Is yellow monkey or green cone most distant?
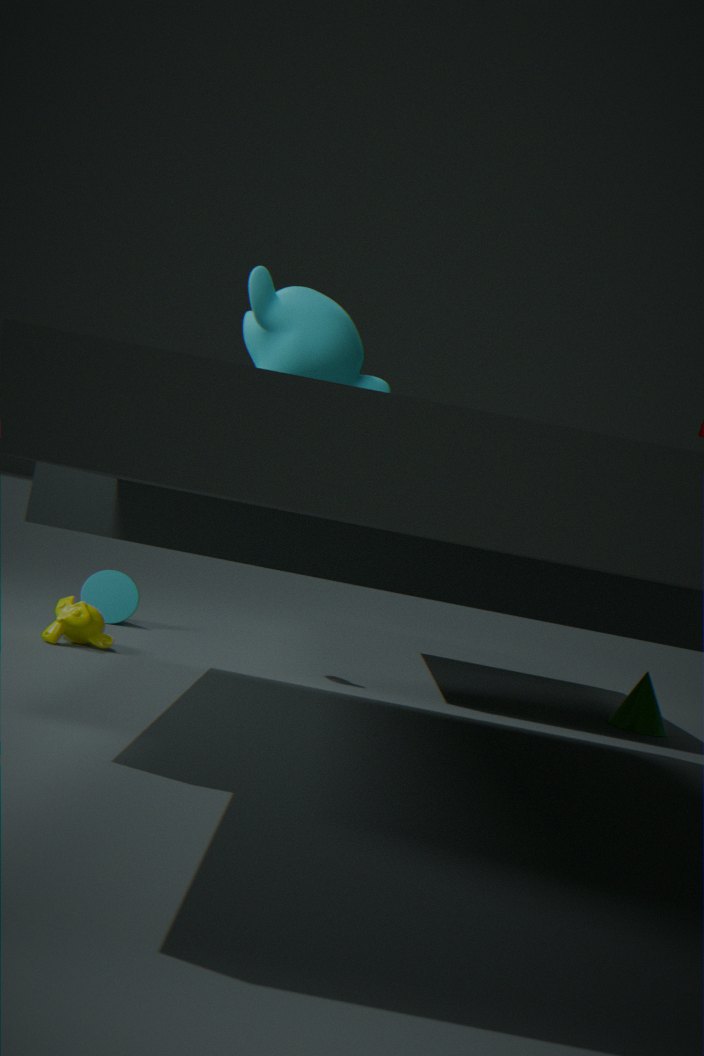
green cone
